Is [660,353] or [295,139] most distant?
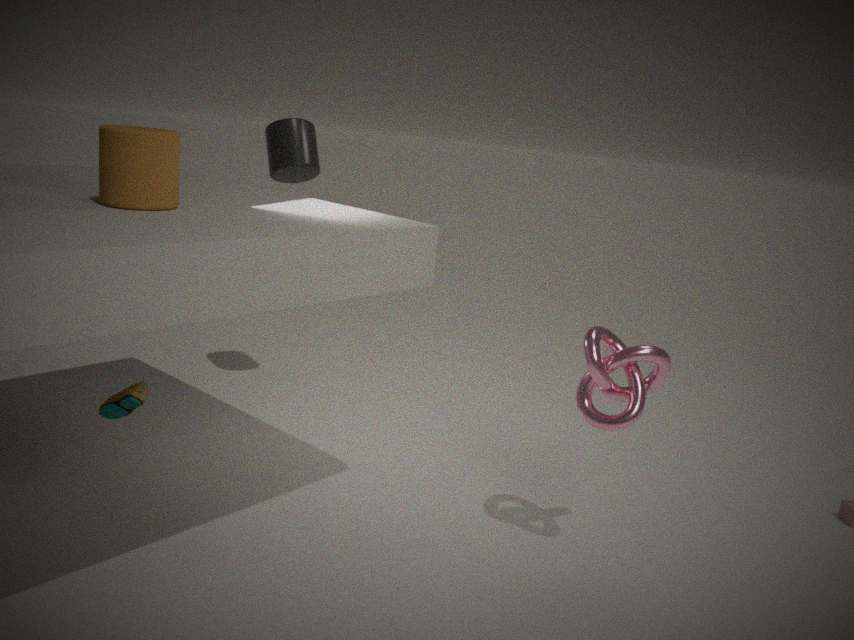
[295,139]
